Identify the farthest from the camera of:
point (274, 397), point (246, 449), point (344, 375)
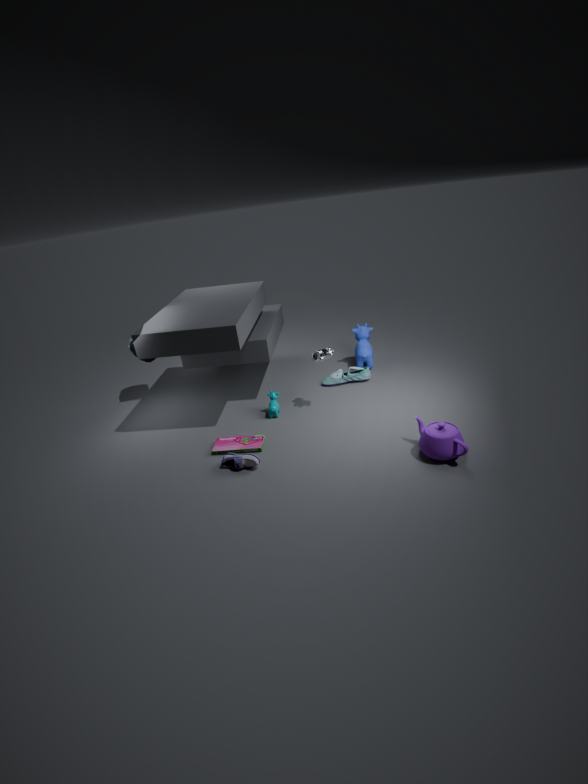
point (344, 375)
